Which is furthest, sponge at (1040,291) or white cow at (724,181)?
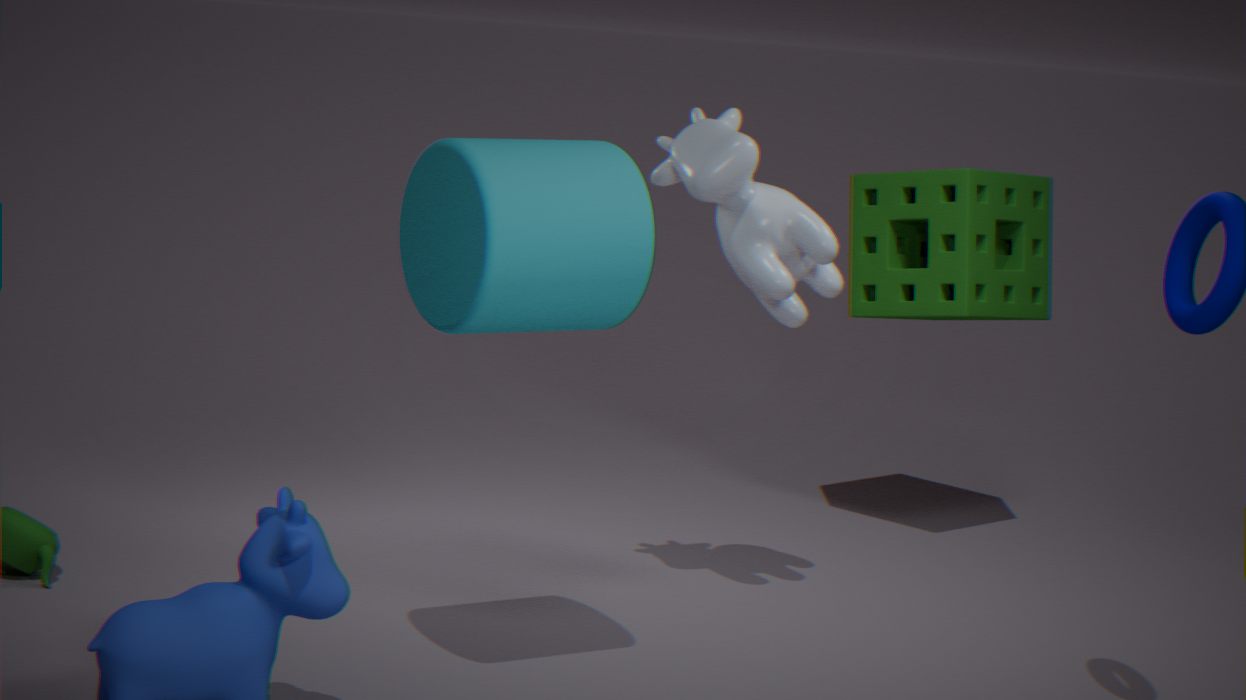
sponge at (1040,291)
